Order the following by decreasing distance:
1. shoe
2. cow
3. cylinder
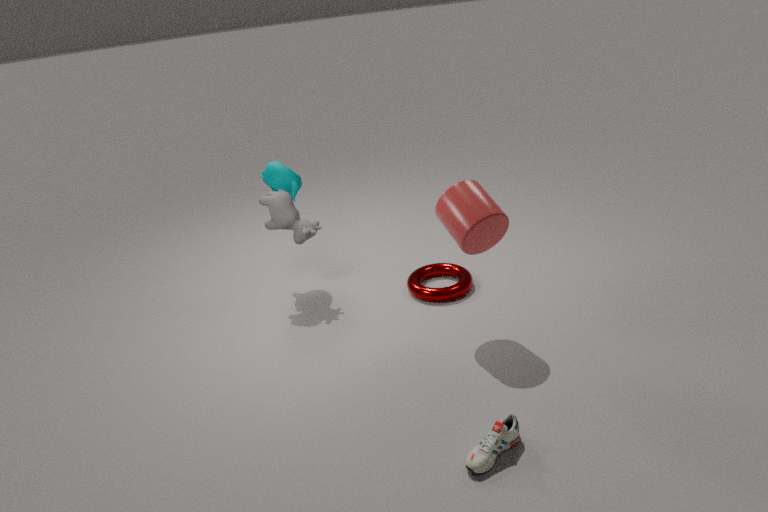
1. cow
2. cylinder
3. shoe
